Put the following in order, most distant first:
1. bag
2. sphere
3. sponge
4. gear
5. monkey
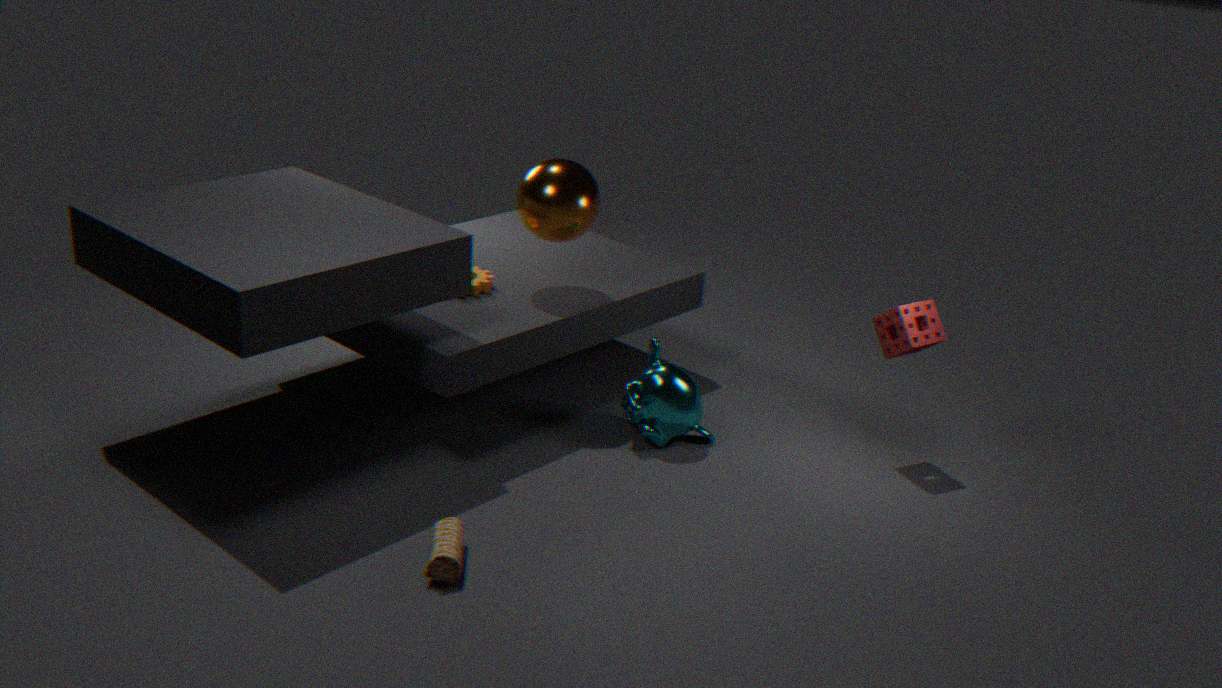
1. gear
2. sphere
3. monkey
4. sponge
5. bag
